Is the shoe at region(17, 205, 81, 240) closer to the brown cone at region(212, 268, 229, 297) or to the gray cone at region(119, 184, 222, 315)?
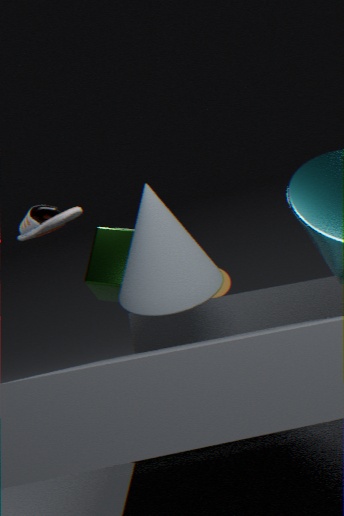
the gray cone at region(119, 184, 222, 315)
